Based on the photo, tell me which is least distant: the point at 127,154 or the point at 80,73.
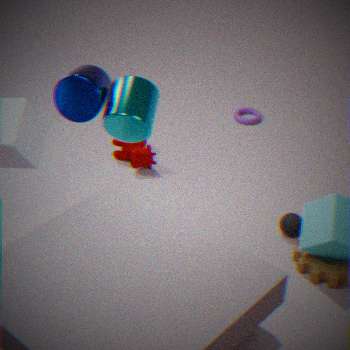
the point at 80,73
